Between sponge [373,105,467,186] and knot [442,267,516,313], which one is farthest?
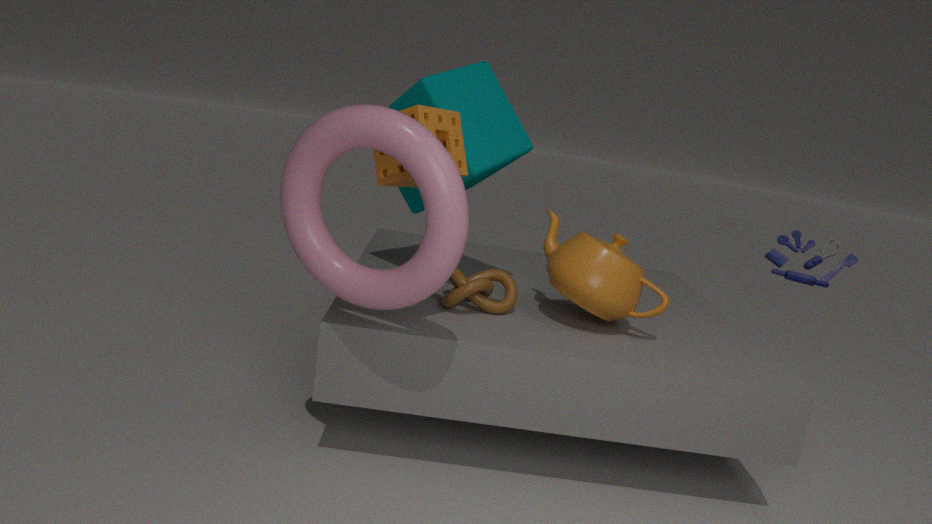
knot [442,267,516,313]
